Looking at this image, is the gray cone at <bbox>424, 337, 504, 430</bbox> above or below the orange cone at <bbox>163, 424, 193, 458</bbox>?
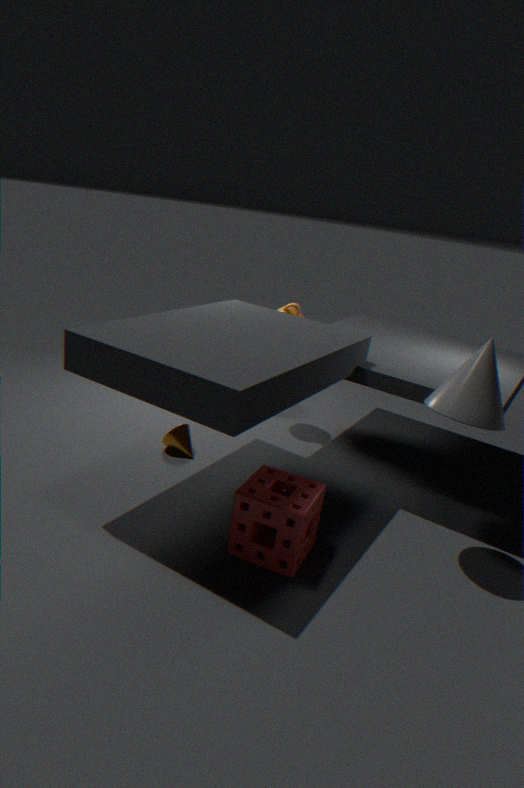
above
